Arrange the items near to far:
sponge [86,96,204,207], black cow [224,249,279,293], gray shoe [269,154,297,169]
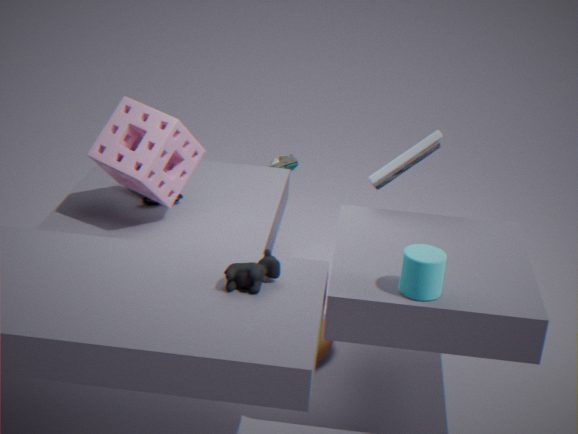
black cow [224,249,279,293]
sponge [86,96,204,207]
gray shoe [269,154,297,169]
